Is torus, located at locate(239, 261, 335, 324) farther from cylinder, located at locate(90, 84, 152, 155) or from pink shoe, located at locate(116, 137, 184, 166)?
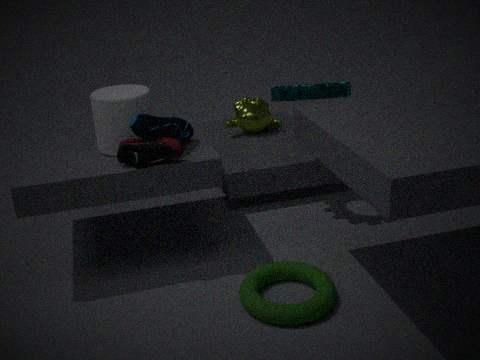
cylinder, located at locate(90, 84, 152, 155)
